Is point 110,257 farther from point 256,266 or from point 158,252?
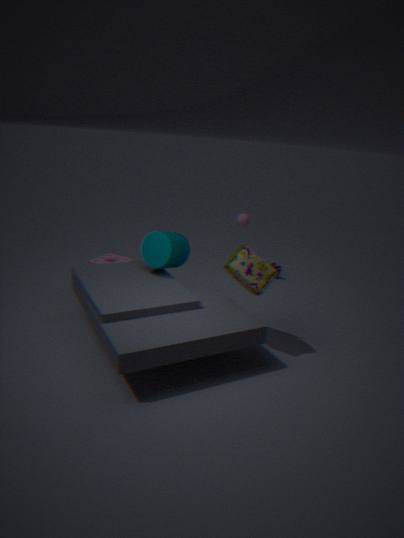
point 256,266
